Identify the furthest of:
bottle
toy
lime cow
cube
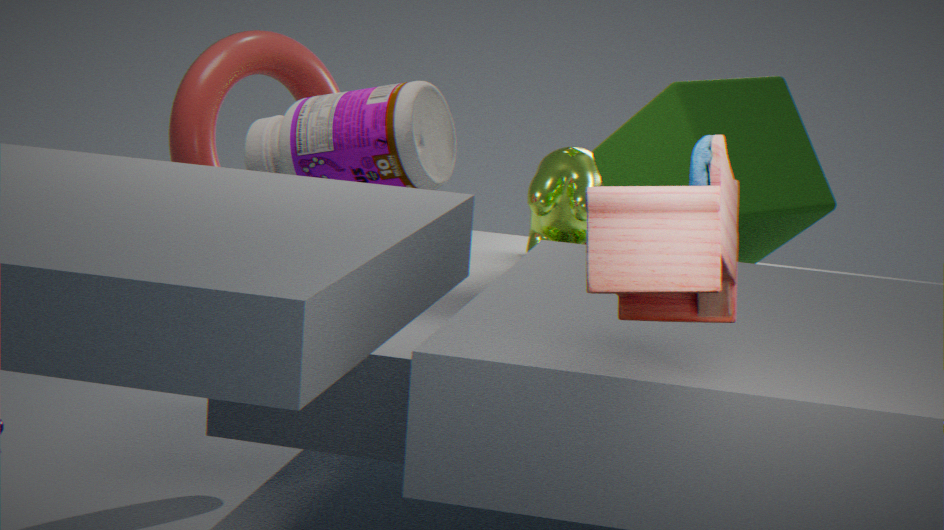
lime cow
